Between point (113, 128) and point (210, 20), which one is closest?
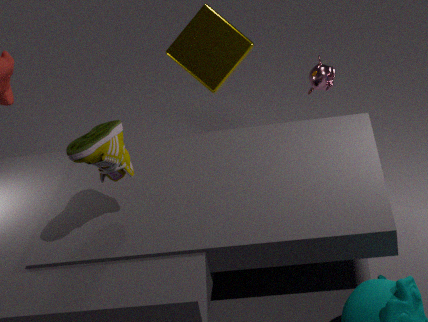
point (113, 128)
